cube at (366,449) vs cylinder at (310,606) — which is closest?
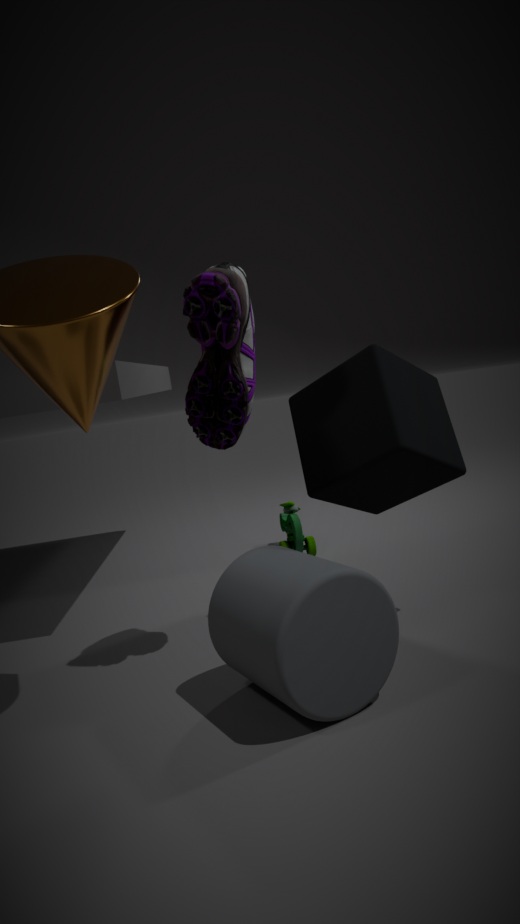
cylinder at (310,606)
